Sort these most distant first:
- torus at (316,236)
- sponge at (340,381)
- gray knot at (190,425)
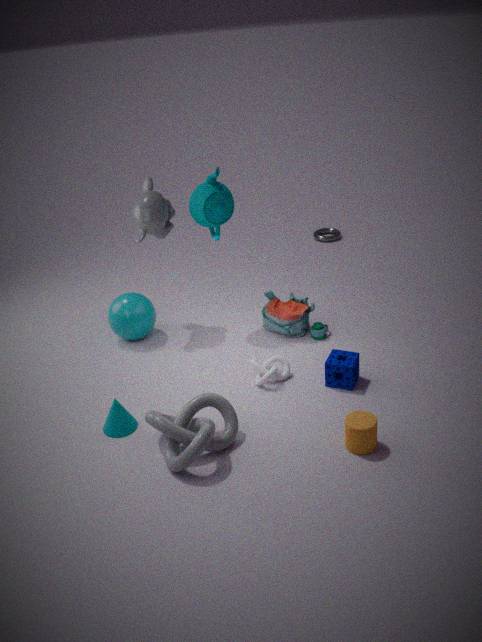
torus at (316,236) → sponge at (340,381) → gray knot at (190,425)
